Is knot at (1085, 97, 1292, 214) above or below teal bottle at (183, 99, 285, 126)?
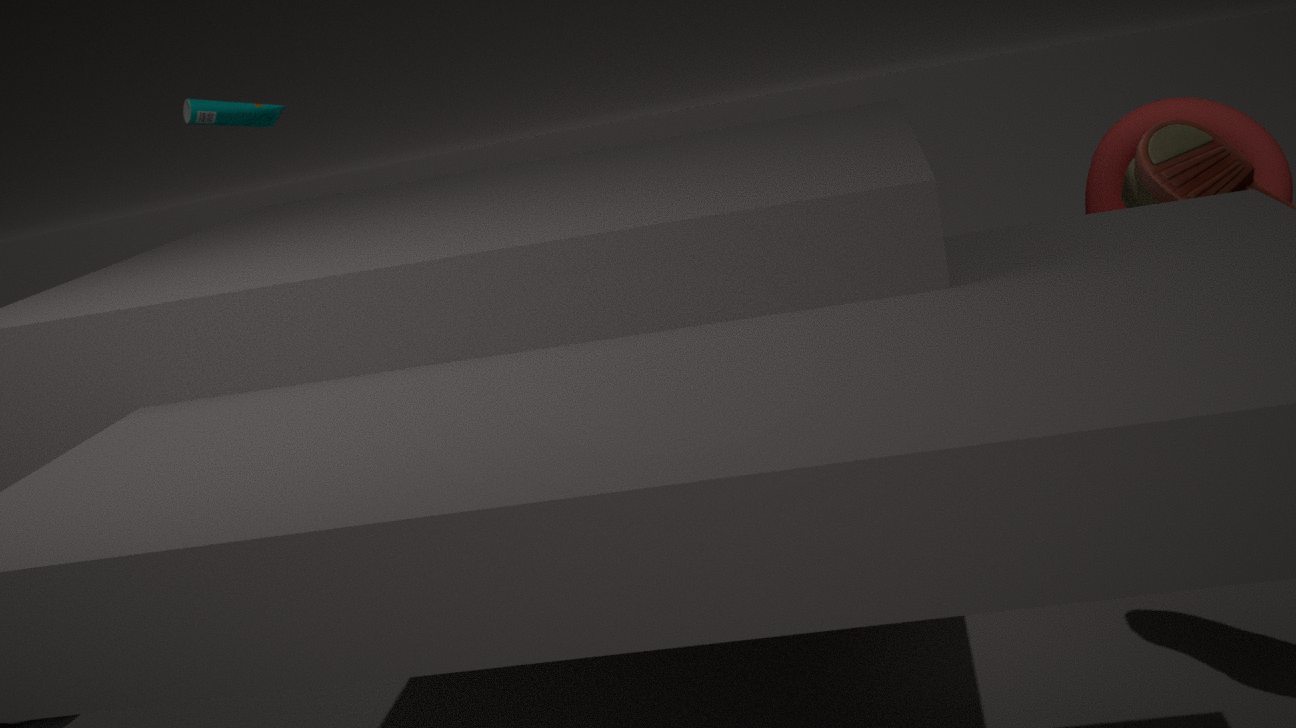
below
